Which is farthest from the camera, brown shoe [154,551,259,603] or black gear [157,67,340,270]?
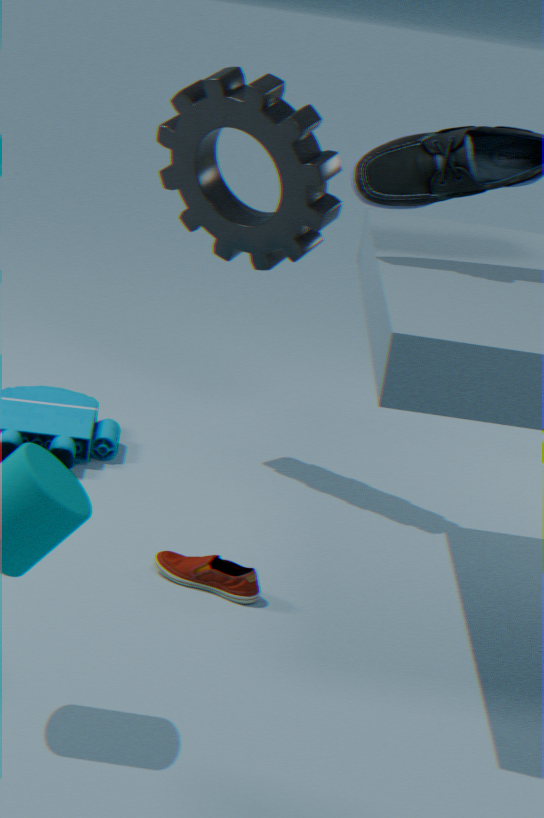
black gear [157,67,340,270]
